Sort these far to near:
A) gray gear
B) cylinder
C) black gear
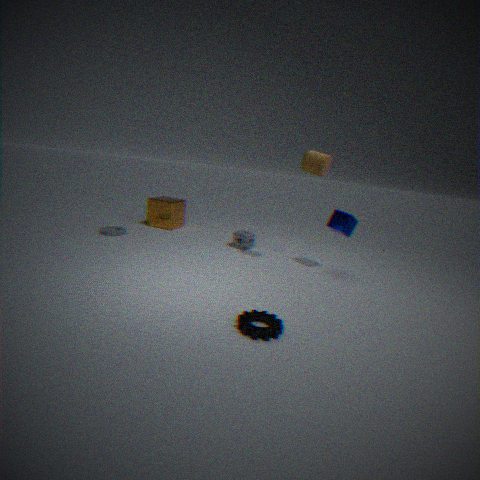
1. gray gear
2. cylinder
3. black gear
